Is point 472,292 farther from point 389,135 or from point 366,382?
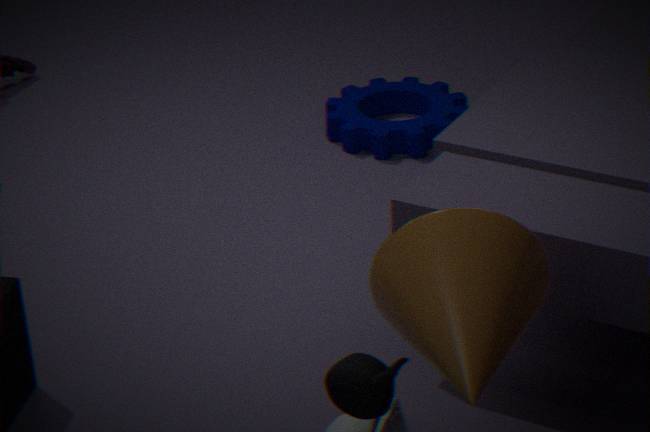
point 389,135
